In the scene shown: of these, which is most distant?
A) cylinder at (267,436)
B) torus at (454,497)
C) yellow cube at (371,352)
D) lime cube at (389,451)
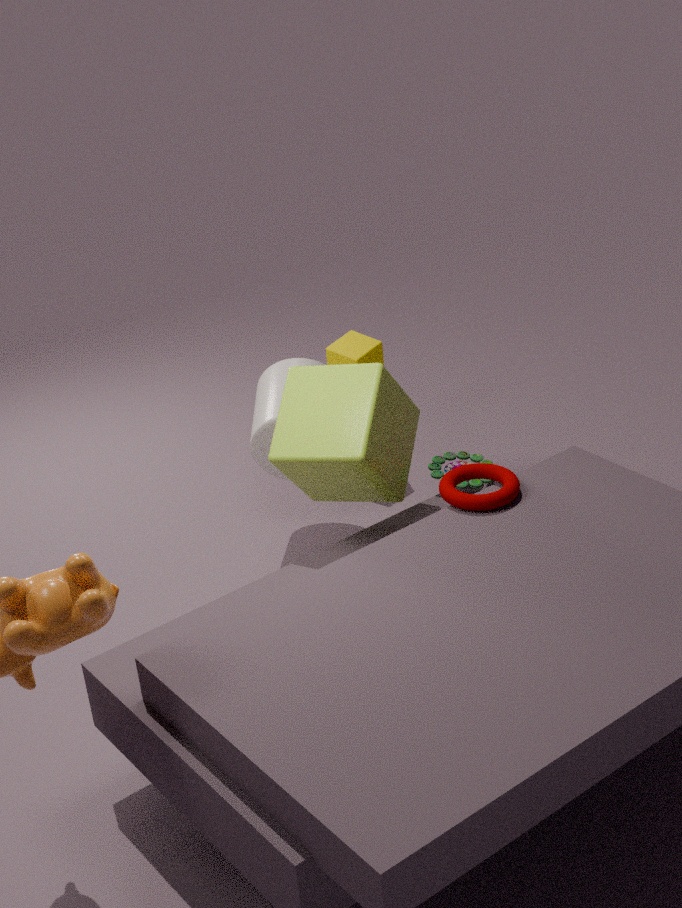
yellow cube at (371,352)
